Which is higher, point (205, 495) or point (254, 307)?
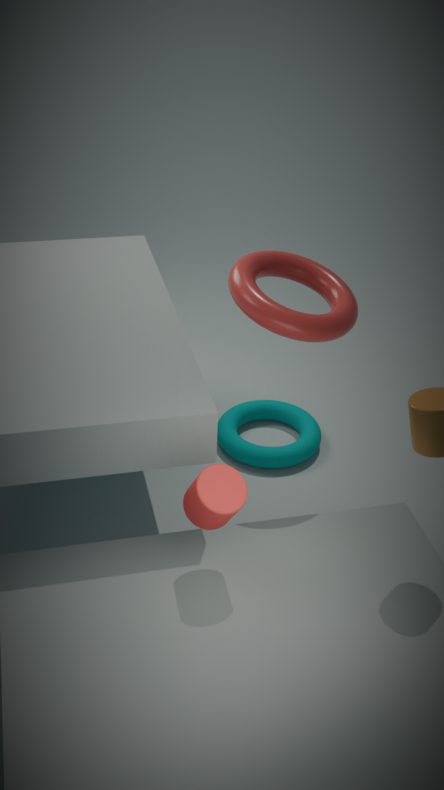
point (254, 307)
